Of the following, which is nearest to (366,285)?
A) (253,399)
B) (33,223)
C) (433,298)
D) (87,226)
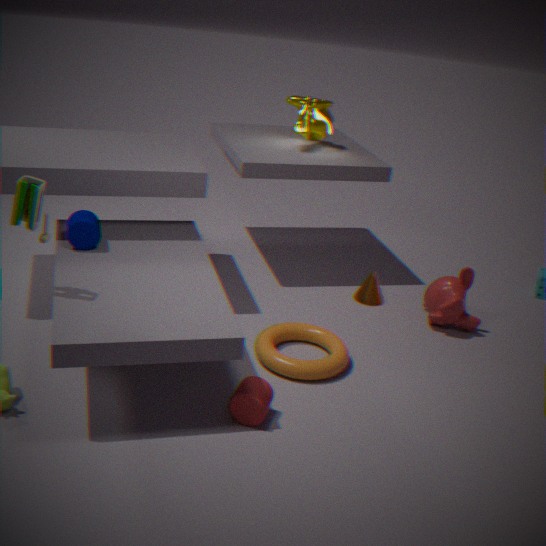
(433,298)
